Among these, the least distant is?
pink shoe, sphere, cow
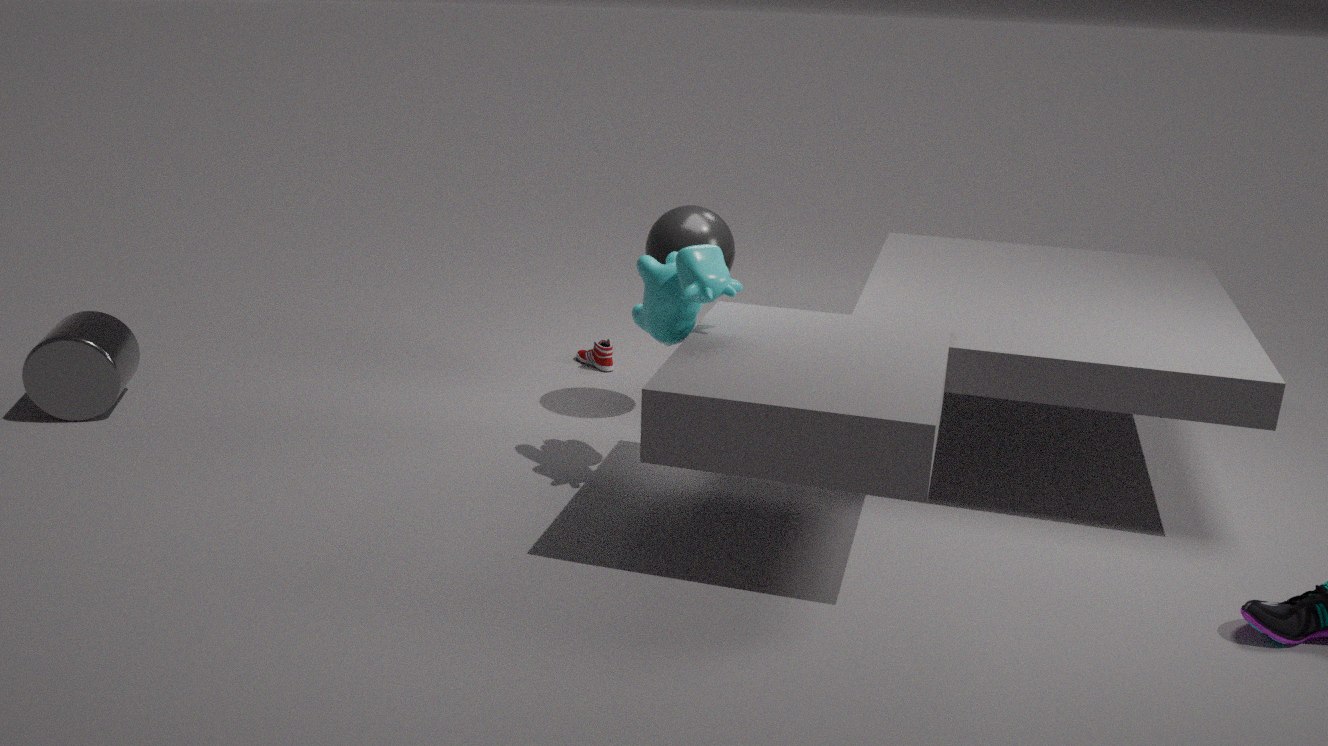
cow
